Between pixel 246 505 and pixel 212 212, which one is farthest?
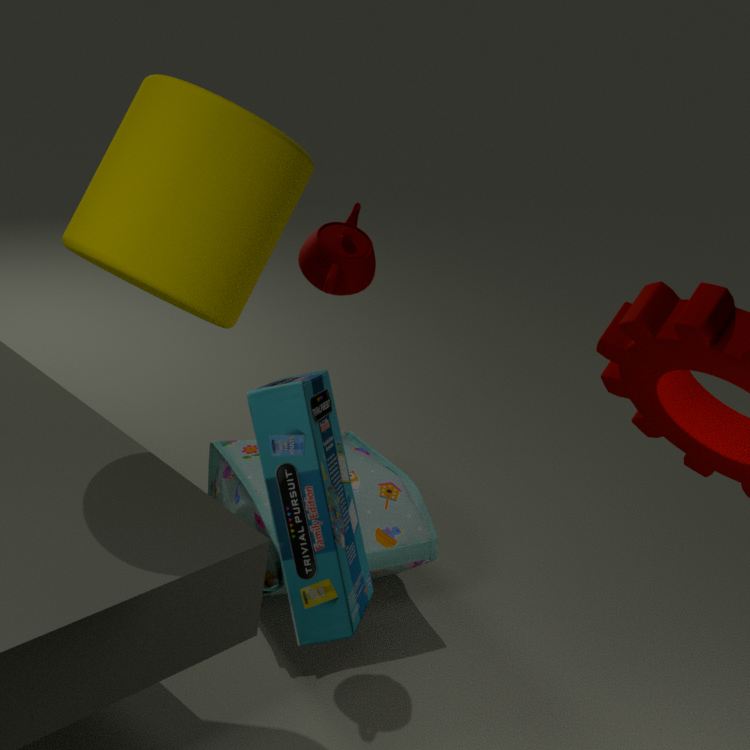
pixel 246 505
